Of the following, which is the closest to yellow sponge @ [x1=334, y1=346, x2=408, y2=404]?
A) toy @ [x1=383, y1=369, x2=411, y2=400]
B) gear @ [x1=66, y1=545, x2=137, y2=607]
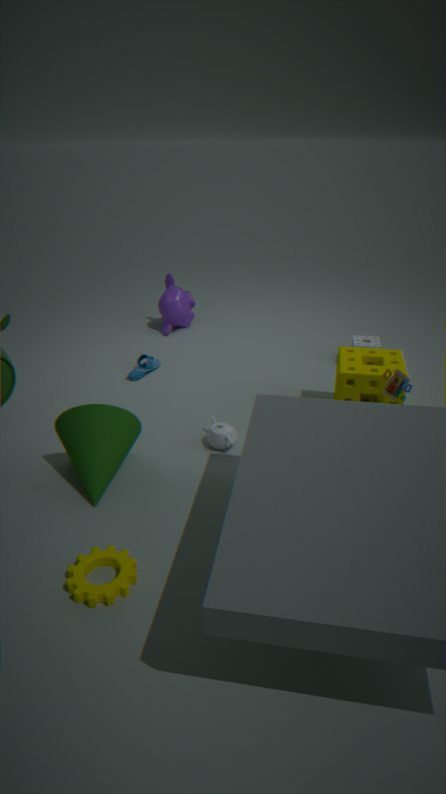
toy @ [x1=383, y1=369, x2=411, y2=400]
